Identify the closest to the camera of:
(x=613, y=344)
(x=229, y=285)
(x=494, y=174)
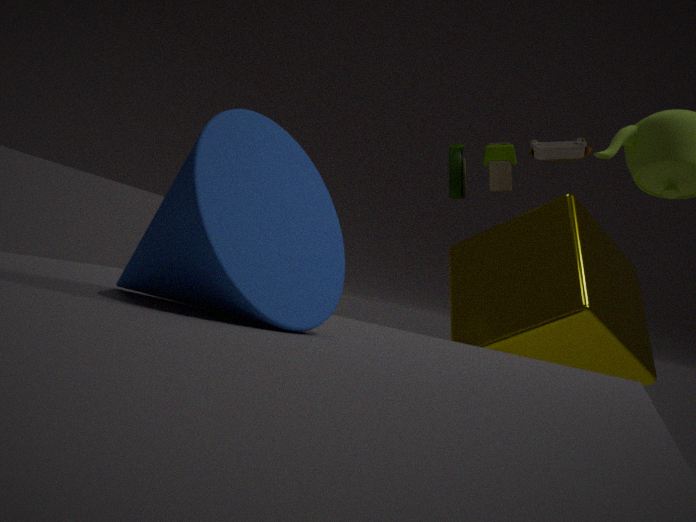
(x=229, y=285)
